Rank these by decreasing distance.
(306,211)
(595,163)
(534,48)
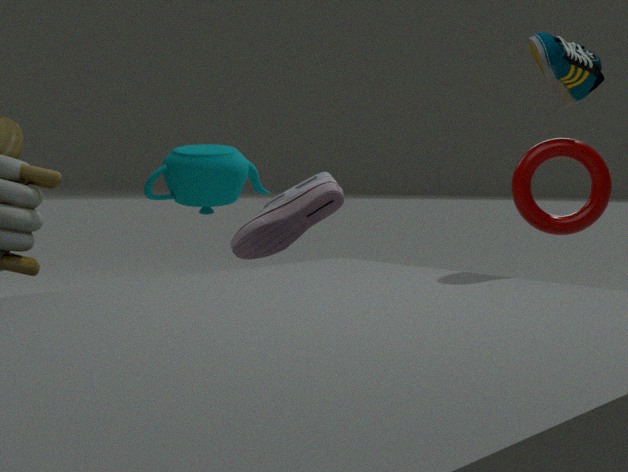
1. (306,211)
2. (595,163)
3. (534,48)
